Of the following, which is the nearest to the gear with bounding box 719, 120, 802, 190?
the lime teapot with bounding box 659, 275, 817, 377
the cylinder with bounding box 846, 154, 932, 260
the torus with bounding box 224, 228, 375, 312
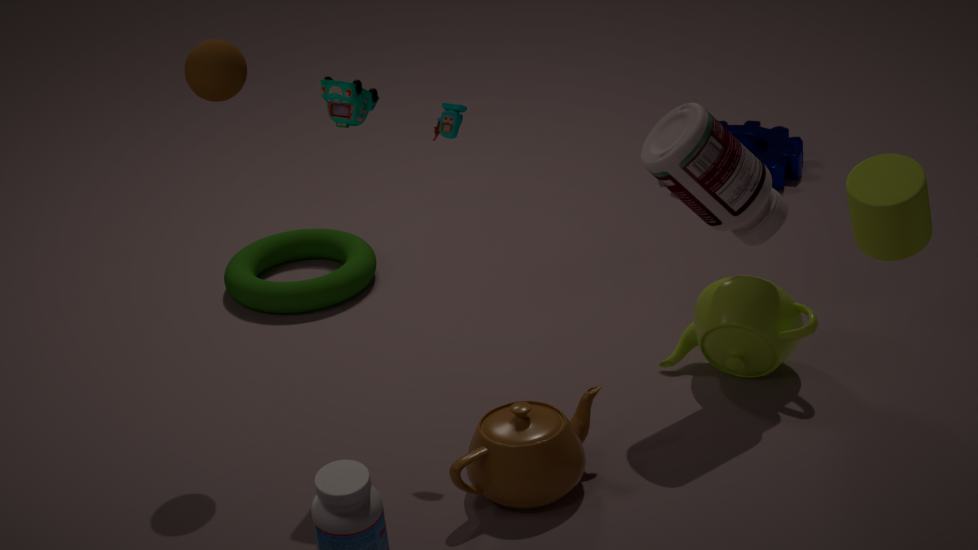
the lime teapot with bounding box 659, 275, 817, 377
